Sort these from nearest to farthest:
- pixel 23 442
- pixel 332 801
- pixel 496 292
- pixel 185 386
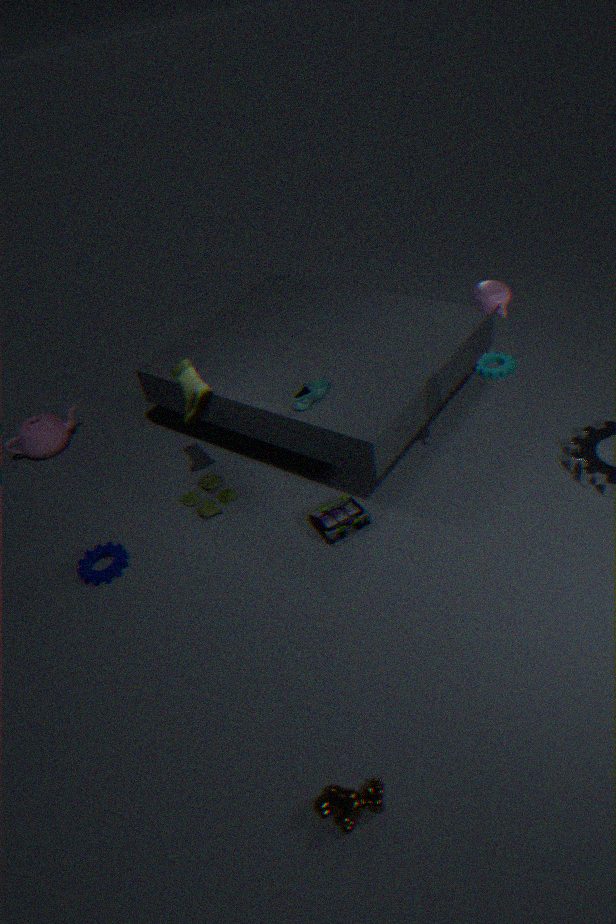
pixel 332 801 → pixel 496 292 → pixel 185 386 → pixel 23 442
